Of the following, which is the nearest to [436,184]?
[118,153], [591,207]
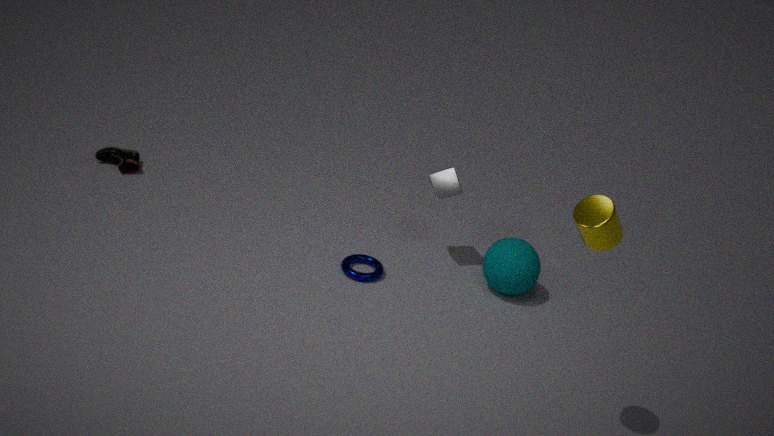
[591,207]
